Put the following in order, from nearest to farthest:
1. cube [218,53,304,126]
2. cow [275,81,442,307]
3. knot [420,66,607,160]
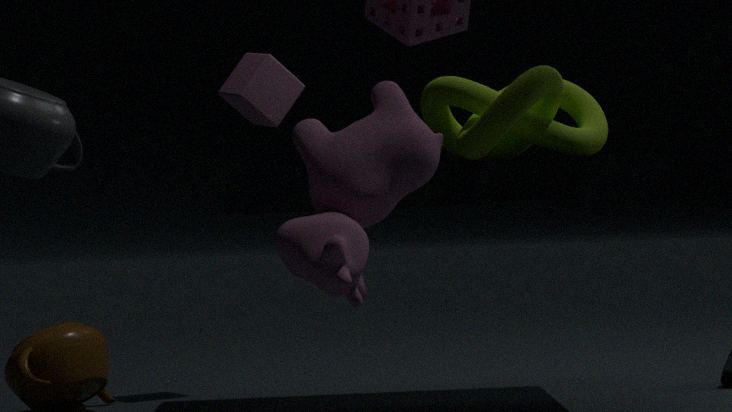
cow [275,81,442,307]
knot [420,66,607,160]
cube [218,53,304,126]
